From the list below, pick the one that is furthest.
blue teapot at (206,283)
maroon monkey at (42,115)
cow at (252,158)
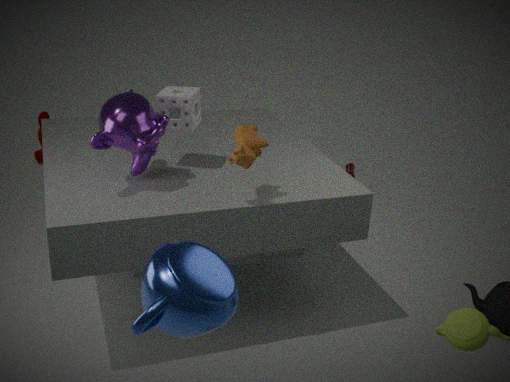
maroon monkey at (42,115)
